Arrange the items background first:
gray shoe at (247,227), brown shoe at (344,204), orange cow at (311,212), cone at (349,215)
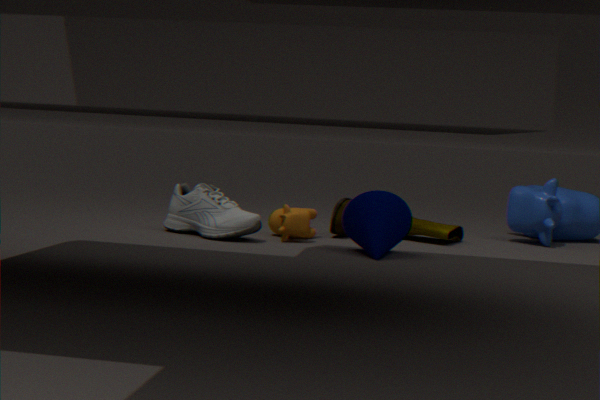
1. brown shoe at (344,204)
2. orange cow at (311,212)
3. gray shoe at (247,227)
4. cone at (349,215)
